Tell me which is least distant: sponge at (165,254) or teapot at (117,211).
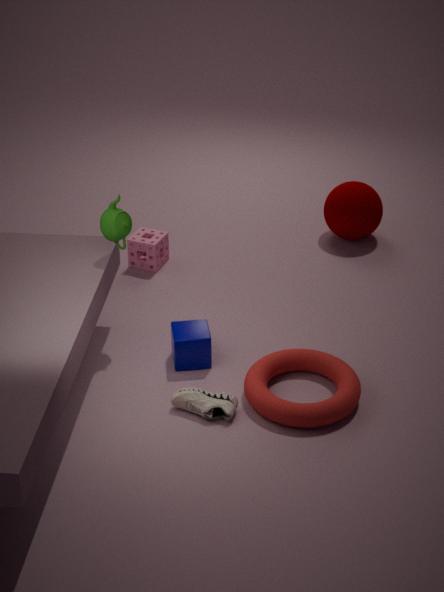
teapot at (117,211)
